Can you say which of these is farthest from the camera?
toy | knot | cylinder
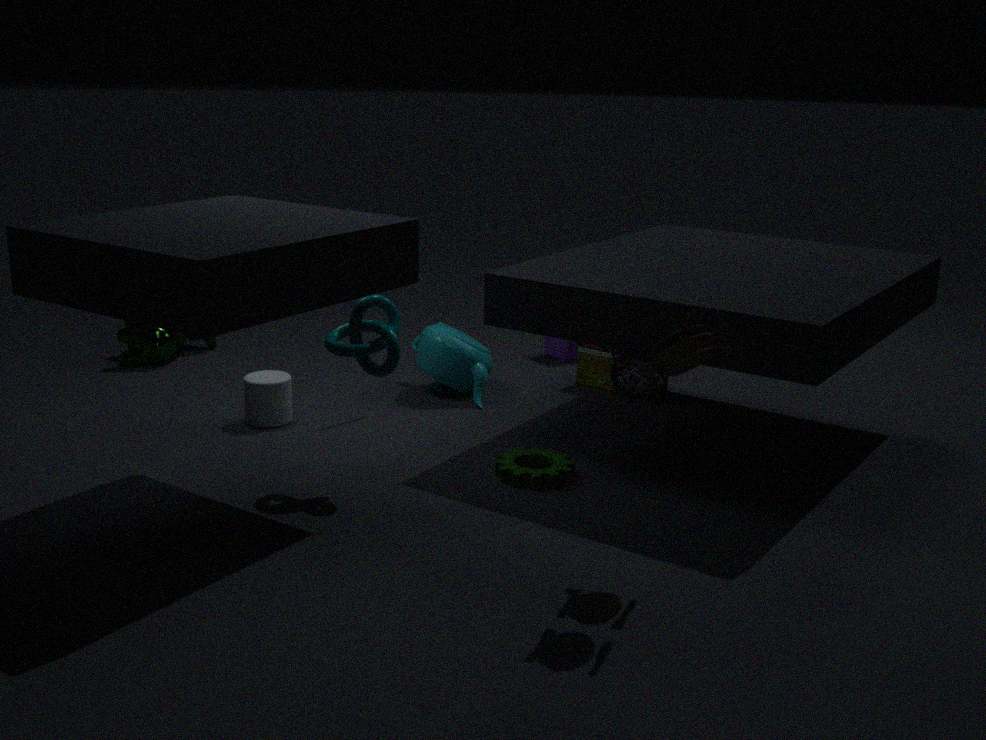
cylinder
